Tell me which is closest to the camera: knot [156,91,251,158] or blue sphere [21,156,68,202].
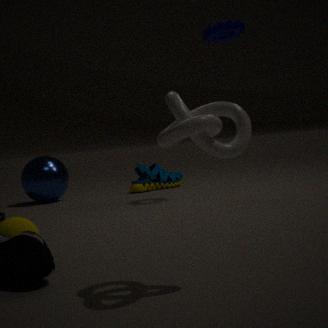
knot [156,91,251,158]
